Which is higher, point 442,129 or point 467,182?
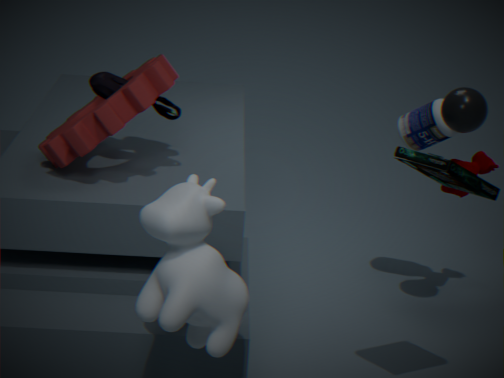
point 467,182
